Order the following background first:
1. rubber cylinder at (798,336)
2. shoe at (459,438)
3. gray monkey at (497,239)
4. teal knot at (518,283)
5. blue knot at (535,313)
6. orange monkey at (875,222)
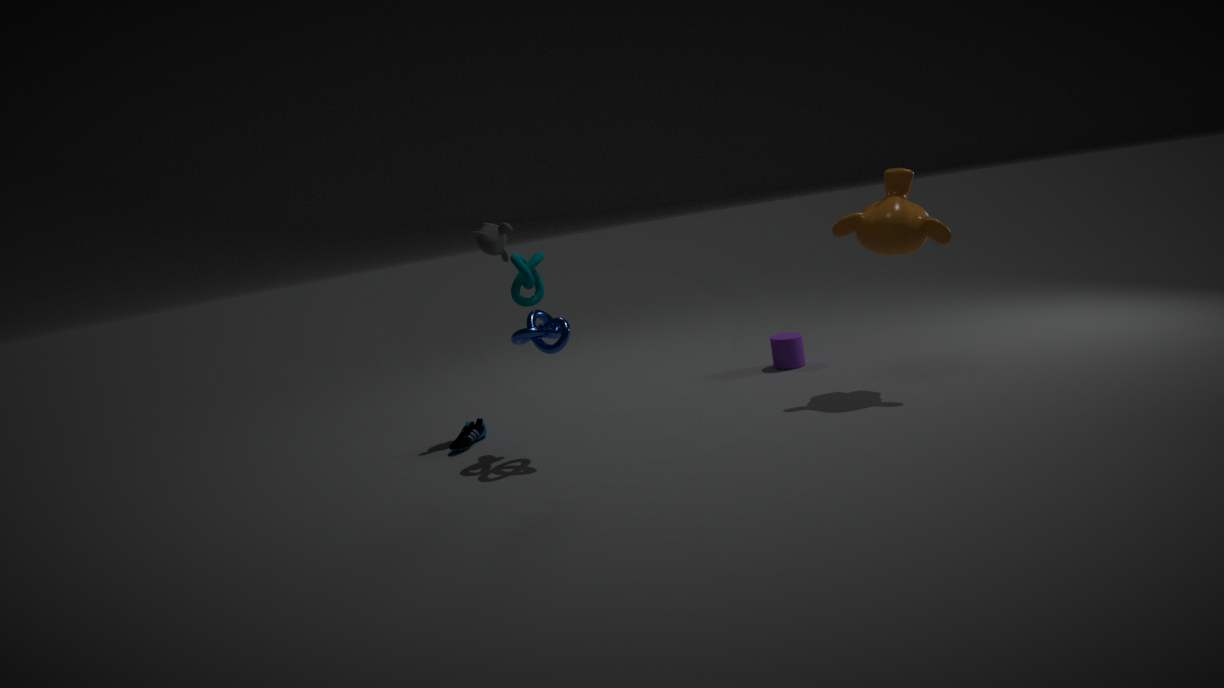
1. rubber cylinder at (798,336)
2. gray monkey at (497,239)
3. shoe at (459,438)
4. teal knot at (518,283)
5. orange monkey at (875,222)
6. blue knot at (535,313)
